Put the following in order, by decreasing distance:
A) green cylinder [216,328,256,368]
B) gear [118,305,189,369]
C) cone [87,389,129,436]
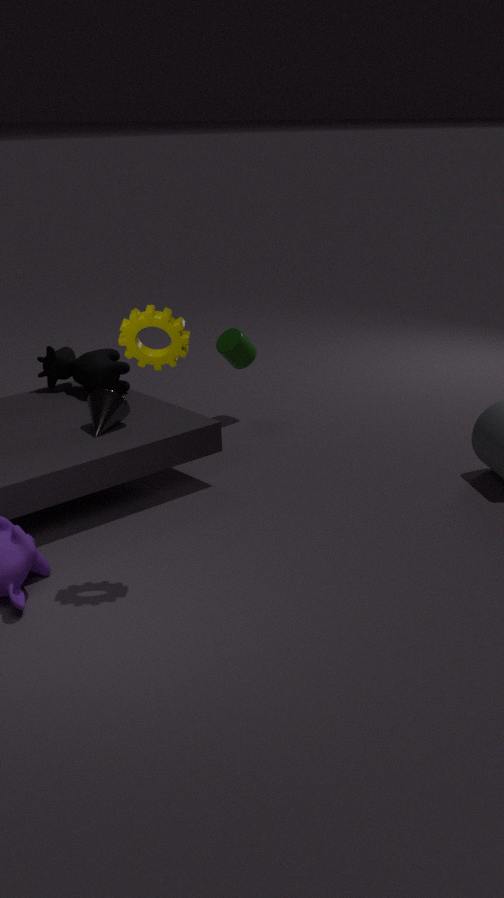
green cylinder [216,328,256,368] → cone [87,389,129,436] → gear [118,305,189,369]
